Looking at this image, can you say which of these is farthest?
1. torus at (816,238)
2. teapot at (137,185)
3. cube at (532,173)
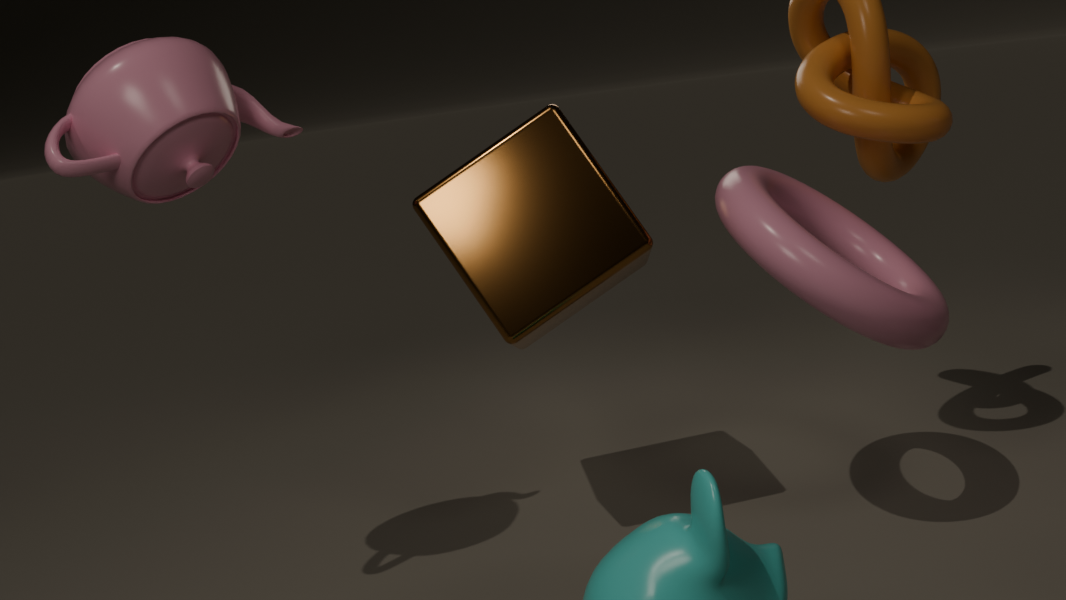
cube at (532,173)
